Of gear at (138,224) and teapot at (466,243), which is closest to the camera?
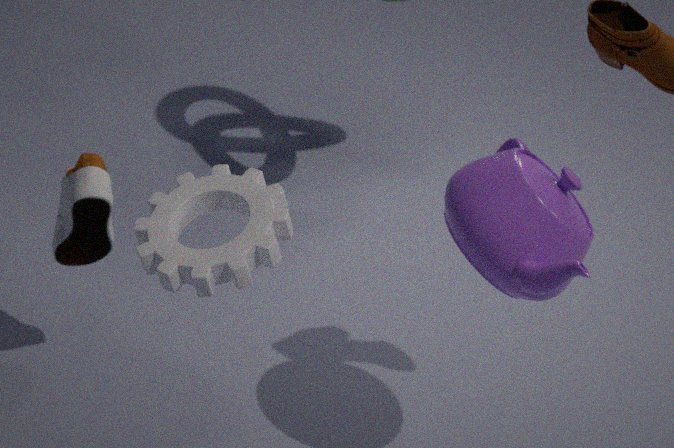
gear at (138,224)
